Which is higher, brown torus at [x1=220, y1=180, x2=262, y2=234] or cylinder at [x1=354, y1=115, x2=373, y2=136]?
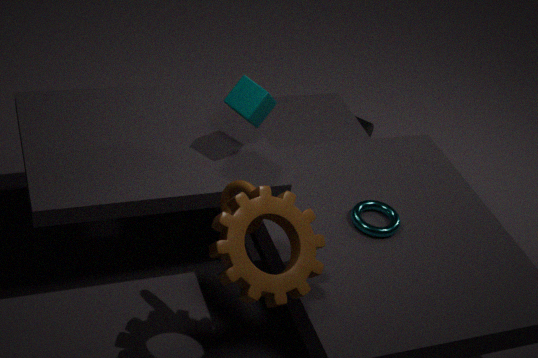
brown torus at [x1=220, y1=180, x2=262, y2=234]
